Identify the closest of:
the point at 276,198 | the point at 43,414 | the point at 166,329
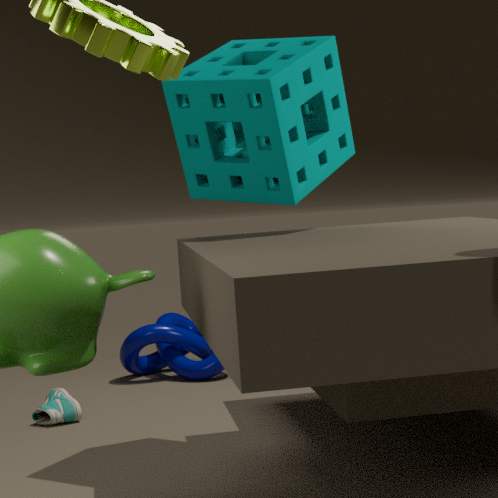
Result: the point at 276,198
